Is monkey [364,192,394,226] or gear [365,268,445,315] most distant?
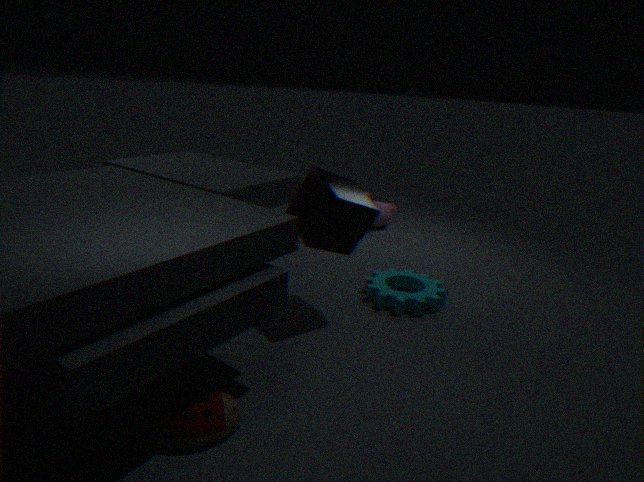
monkey [364,192,394,226]
